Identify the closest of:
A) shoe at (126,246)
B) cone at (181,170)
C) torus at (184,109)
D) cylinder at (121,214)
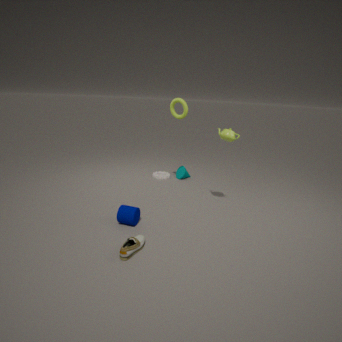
shoe at (126,246)
